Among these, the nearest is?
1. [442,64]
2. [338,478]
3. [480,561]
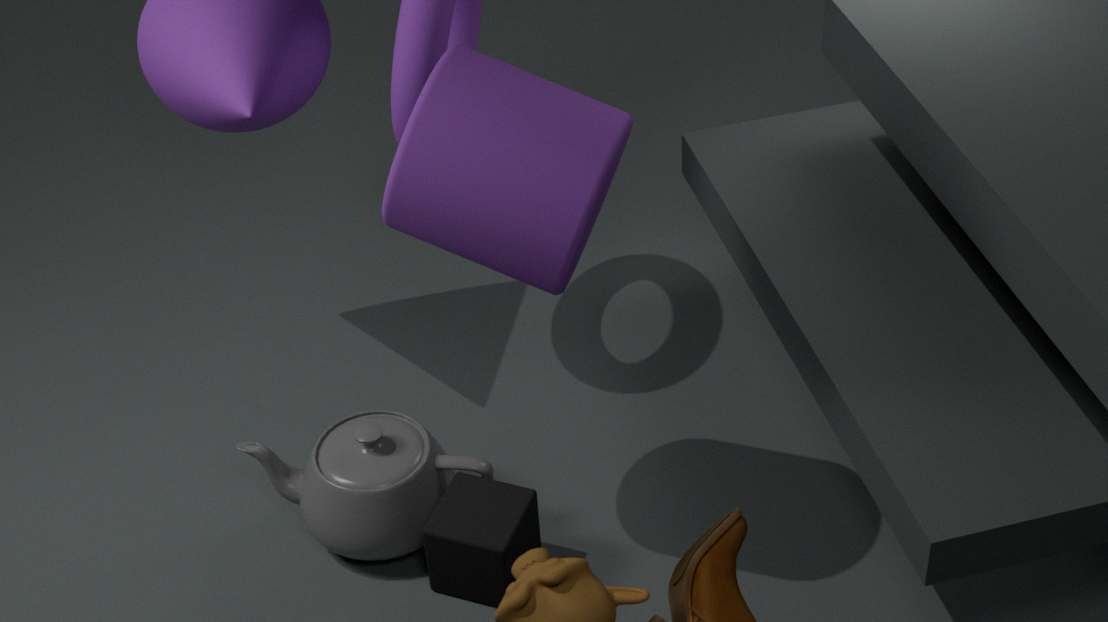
[442,64]
